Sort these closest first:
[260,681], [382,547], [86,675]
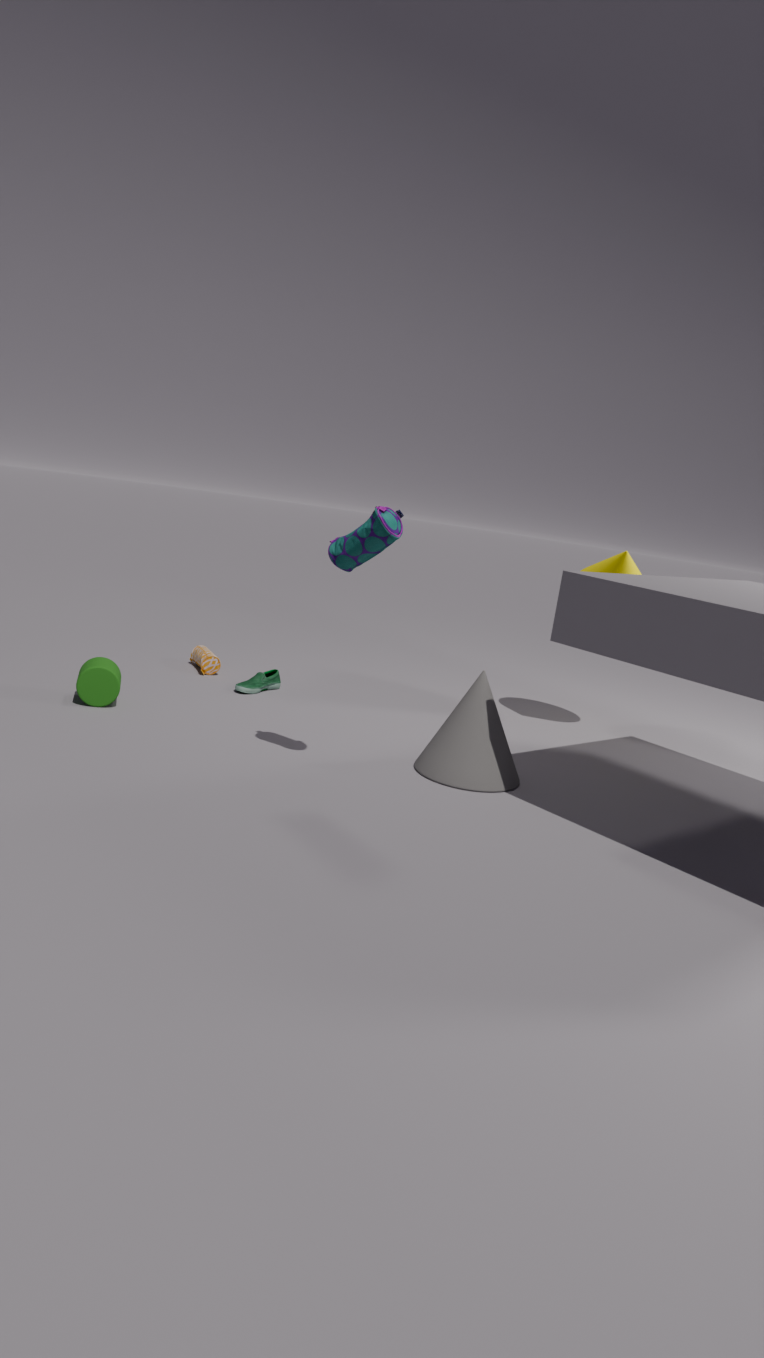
1. [382,547]
2. [86,675]
3. [260,681]
